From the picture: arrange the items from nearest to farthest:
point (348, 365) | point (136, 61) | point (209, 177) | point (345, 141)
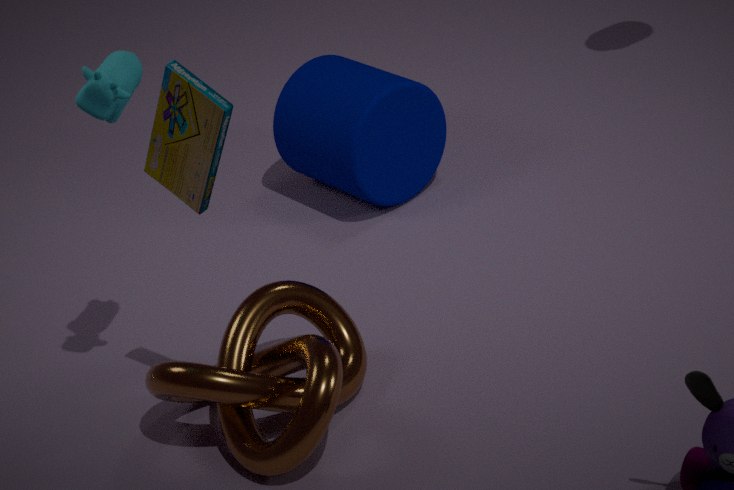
point (209, 177) → point (136, 61) → point (348, 365) → point (345, 141)
